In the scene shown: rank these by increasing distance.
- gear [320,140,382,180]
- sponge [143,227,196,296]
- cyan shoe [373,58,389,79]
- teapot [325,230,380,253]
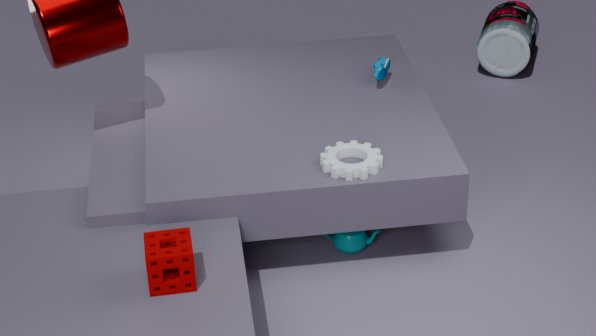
1. sponge [143,227,196,296]
2. gear [320,140,382,180]
3. teapot [325,230,380,253]
4. cyan shoe [373,58,389,79]
